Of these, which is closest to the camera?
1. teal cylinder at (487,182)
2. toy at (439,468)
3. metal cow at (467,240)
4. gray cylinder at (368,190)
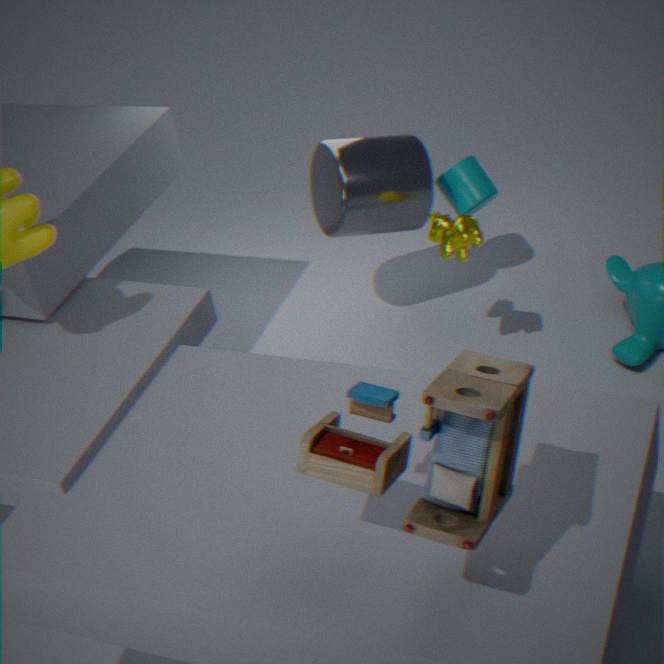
toy at (439,468)
